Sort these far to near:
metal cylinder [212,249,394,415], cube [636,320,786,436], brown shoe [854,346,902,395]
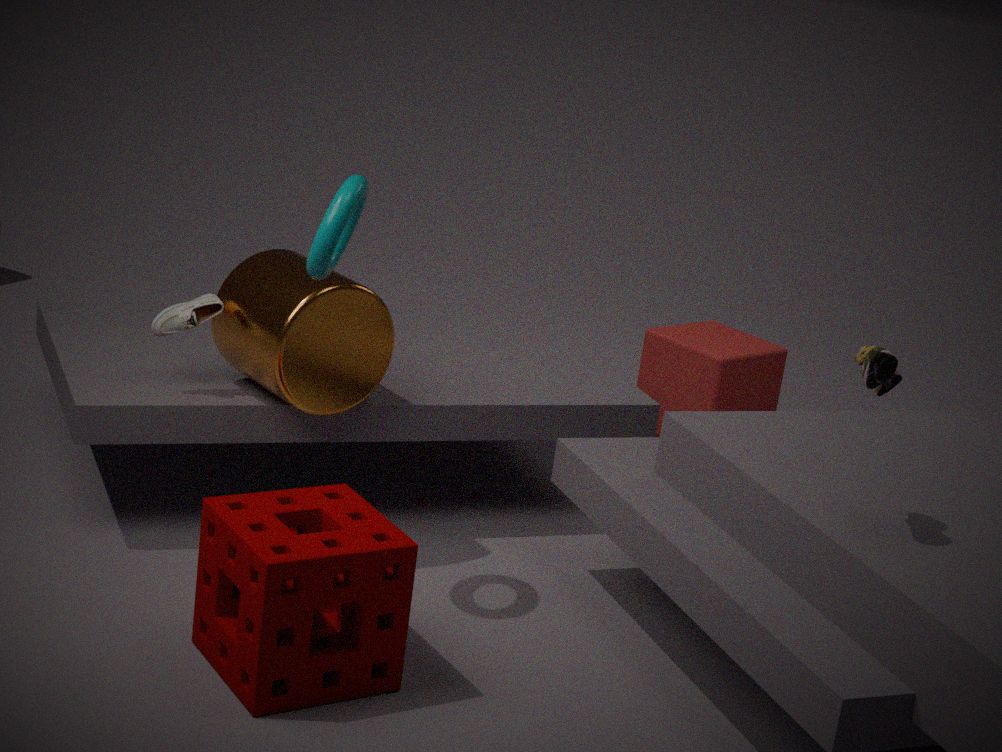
cube [636,320,786,436] → metal cylinder [212,249,394,415] → brown shoe [854,346,902,395]
